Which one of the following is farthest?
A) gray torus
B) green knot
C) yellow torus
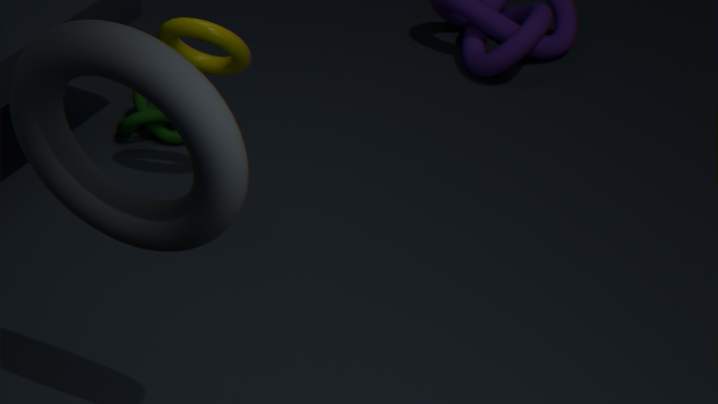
green knot
